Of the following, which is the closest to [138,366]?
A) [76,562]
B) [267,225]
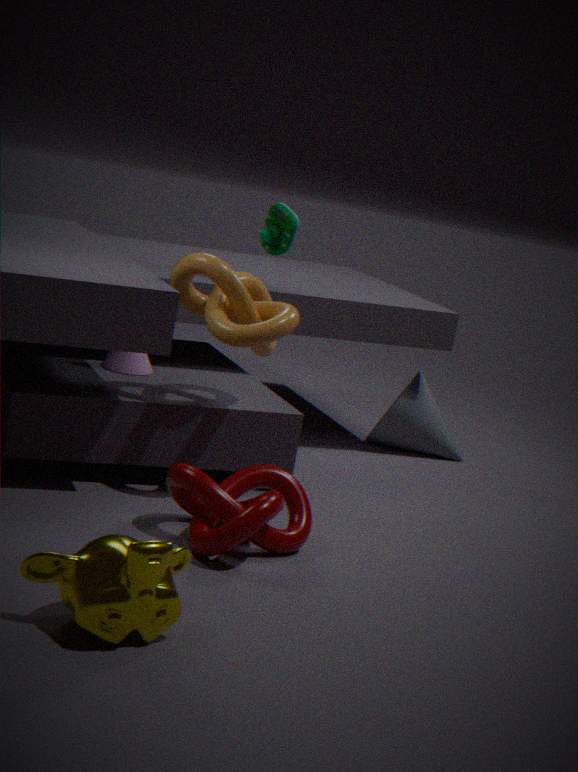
[267,225]
